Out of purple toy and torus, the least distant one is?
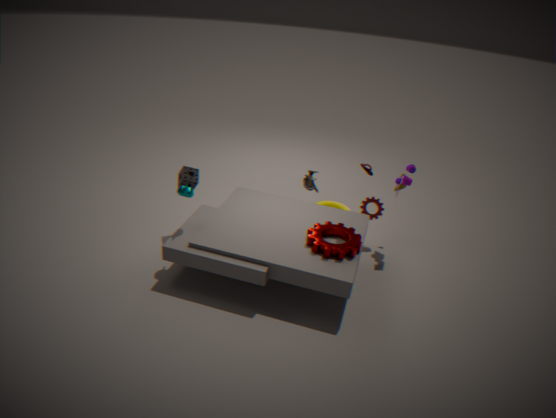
purple toy
